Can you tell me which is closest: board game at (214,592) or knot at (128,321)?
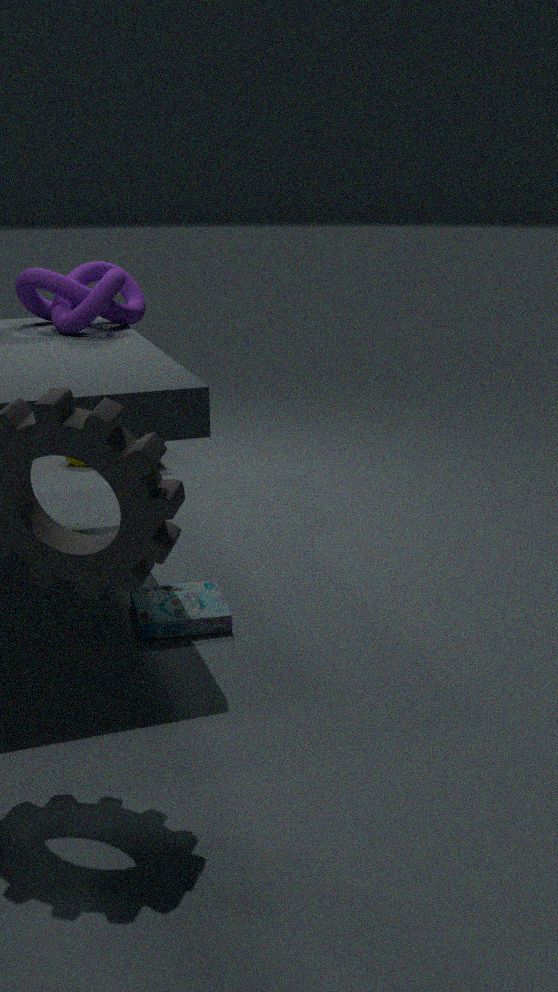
board game at (214,592)
